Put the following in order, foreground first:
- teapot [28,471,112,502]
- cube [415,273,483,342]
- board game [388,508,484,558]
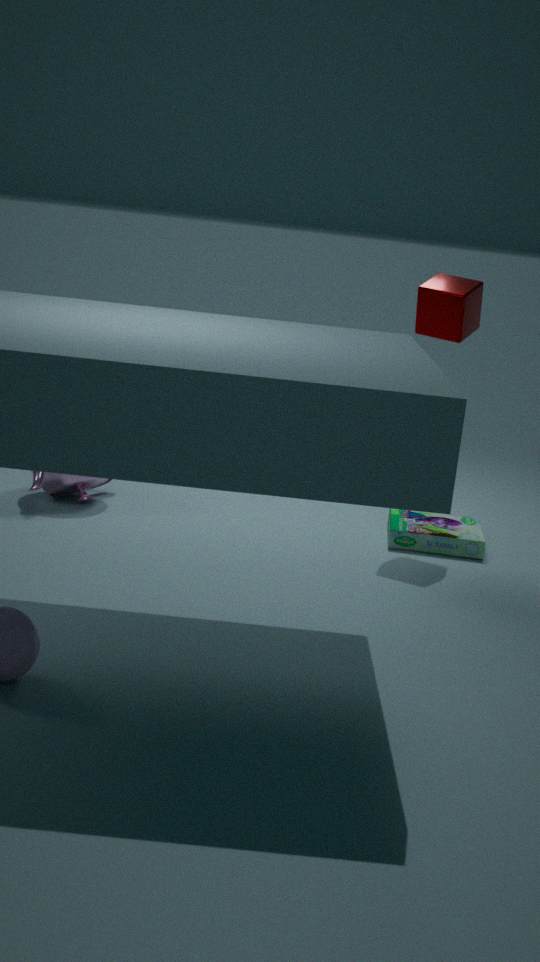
cube [415,273,483,342] < teapot [28,471,112,502] < board game [388,508,484,558]
